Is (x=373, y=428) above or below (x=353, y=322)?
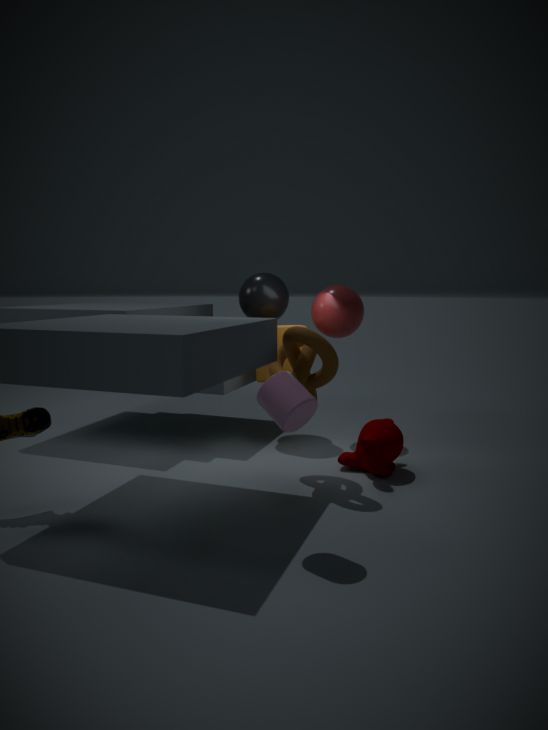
below
